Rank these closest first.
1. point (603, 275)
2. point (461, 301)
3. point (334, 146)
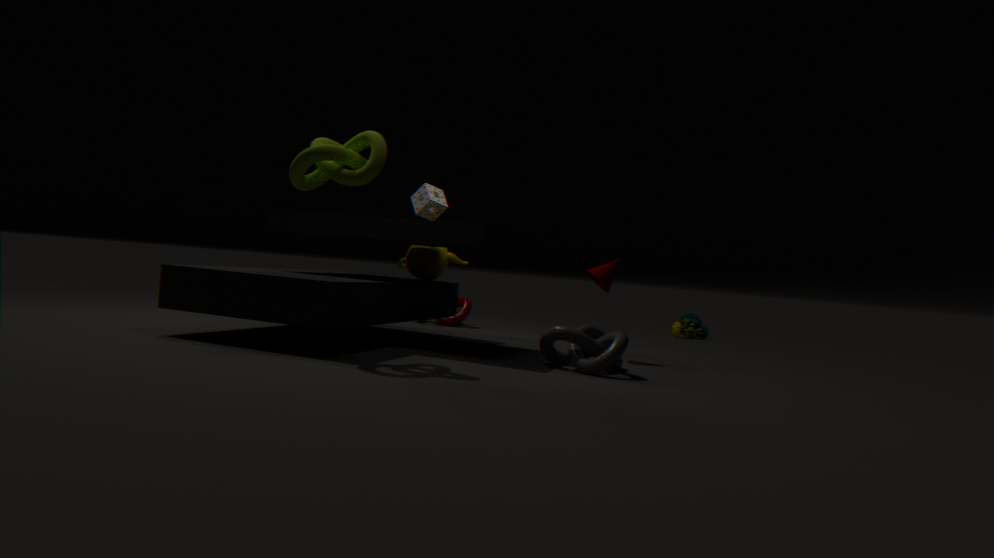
point (334, 146)
point (603, 275)
point (461, 301)
